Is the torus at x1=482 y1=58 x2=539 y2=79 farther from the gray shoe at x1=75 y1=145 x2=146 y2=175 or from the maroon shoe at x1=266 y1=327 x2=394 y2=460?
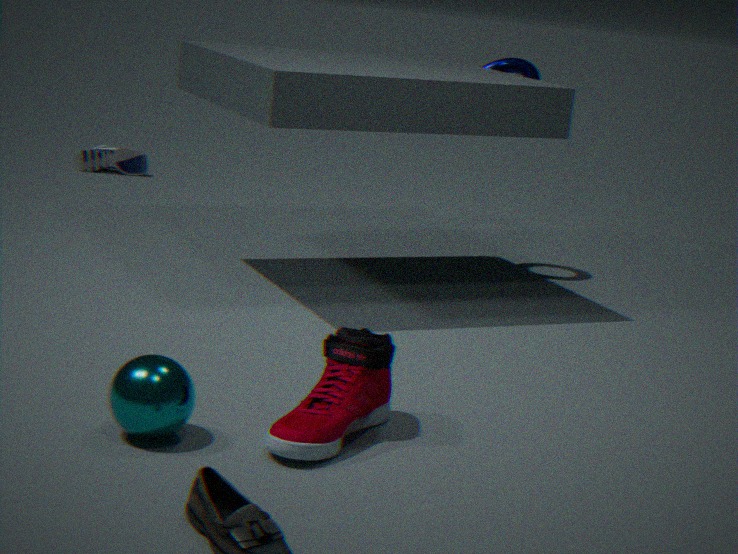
the gray shoe at x1=75 y1=145 x2=146 y2=175
